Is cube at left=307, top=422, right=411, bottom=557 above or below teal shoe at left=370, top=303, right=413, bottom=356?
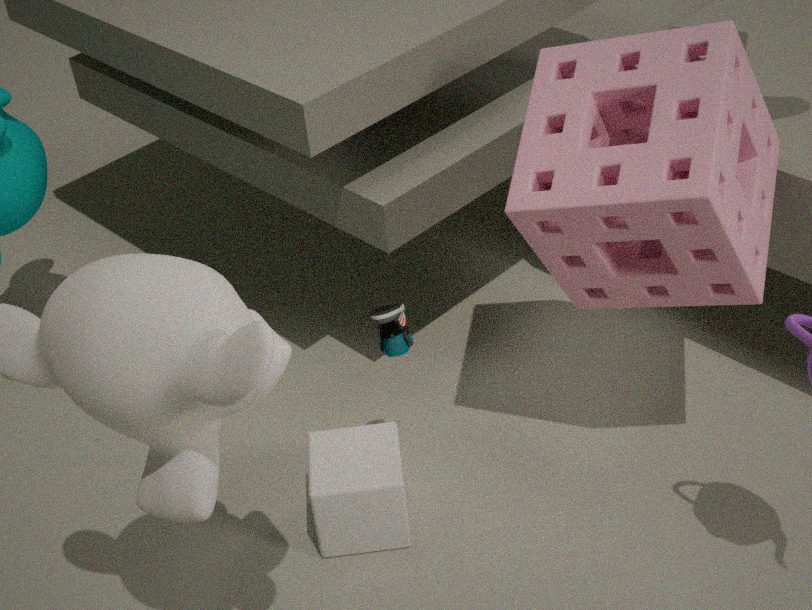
below
